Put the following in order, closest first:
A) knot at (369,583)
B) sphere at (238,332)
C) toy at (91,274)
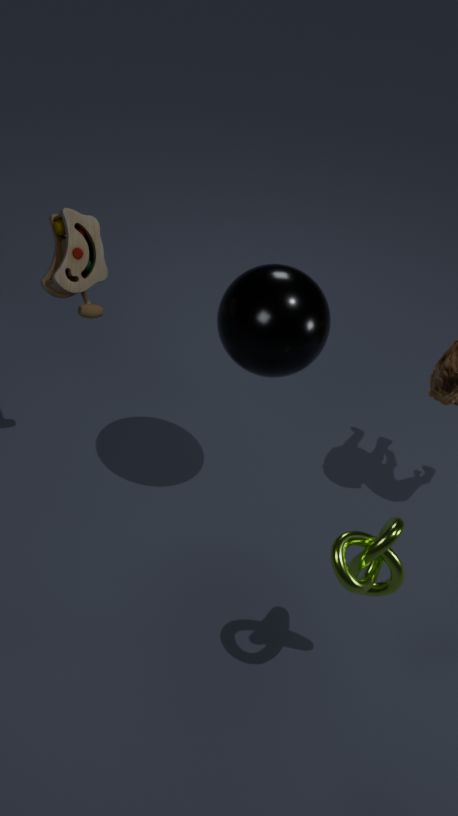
1. knot at (369,583)
2. sphere at (238,332)
3. toy at (91,274)
